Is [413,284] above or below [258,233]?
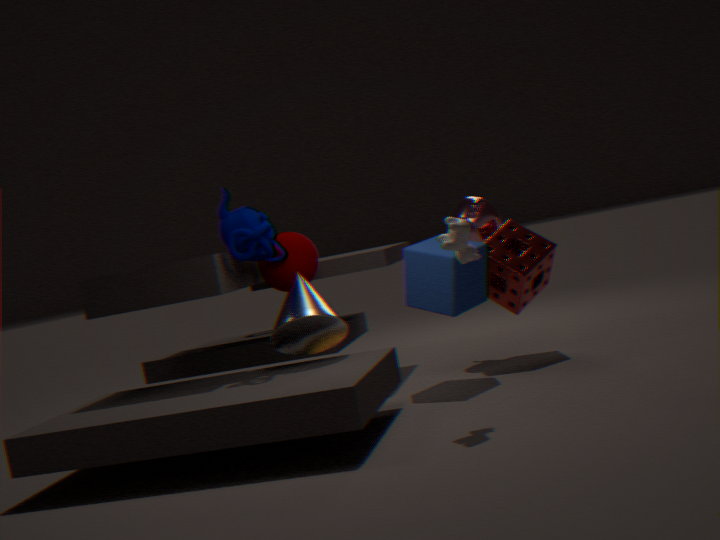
below
